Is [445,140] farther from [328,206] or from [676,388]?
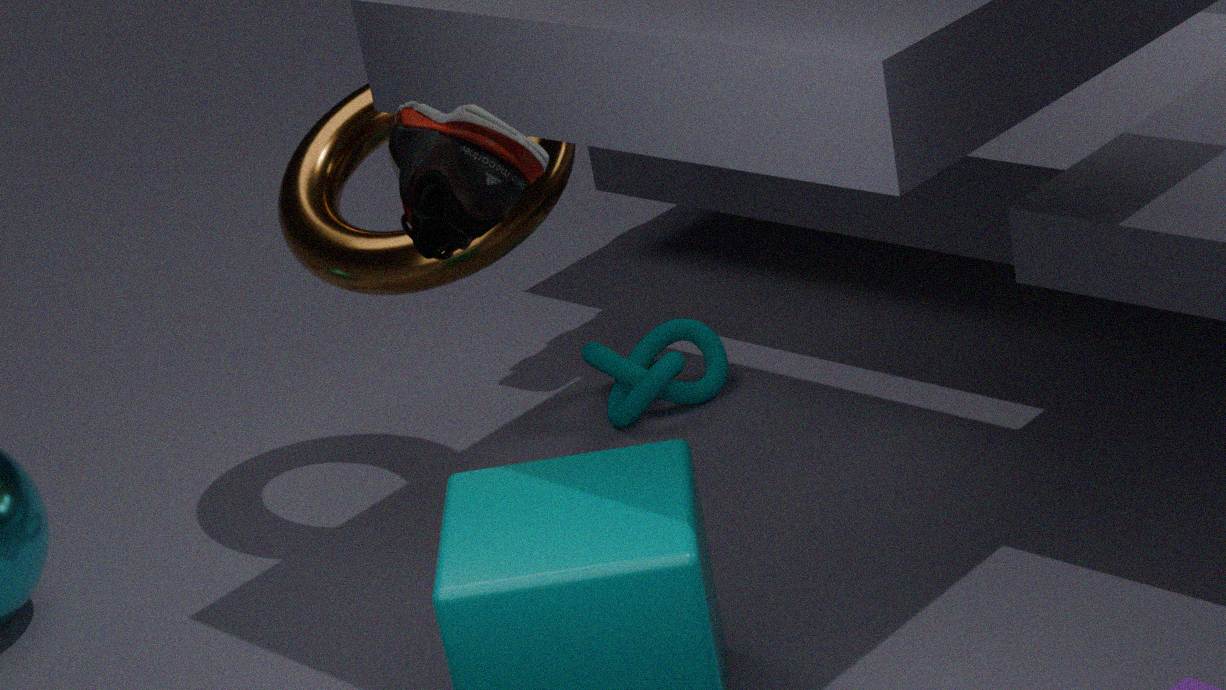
[676,388]
